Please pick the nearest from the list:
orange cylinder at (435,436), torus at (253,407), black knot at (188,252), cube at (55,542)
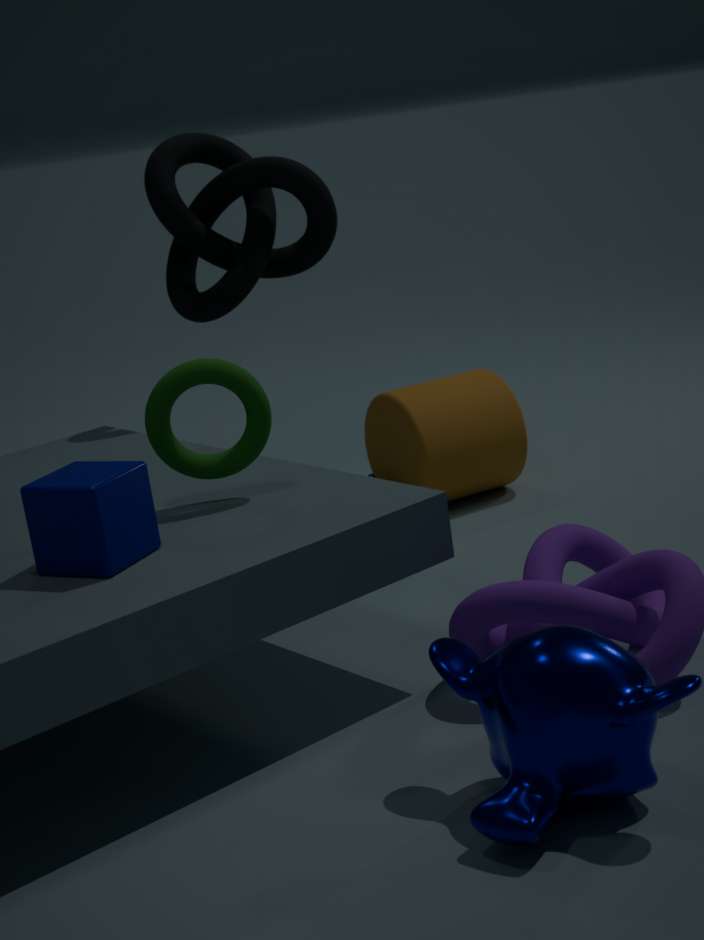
cube at (55,542)
